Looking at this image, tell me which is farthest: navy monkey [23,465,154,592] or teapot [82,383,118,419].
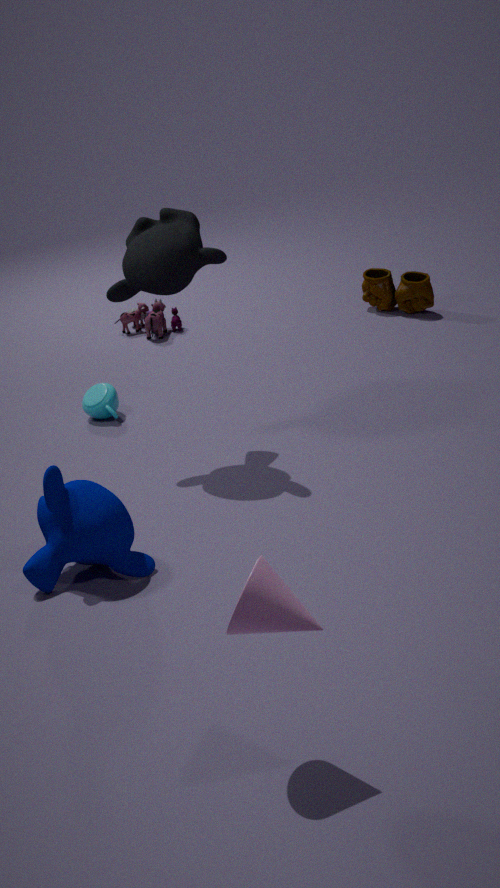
teapot [82,383,118,419]
